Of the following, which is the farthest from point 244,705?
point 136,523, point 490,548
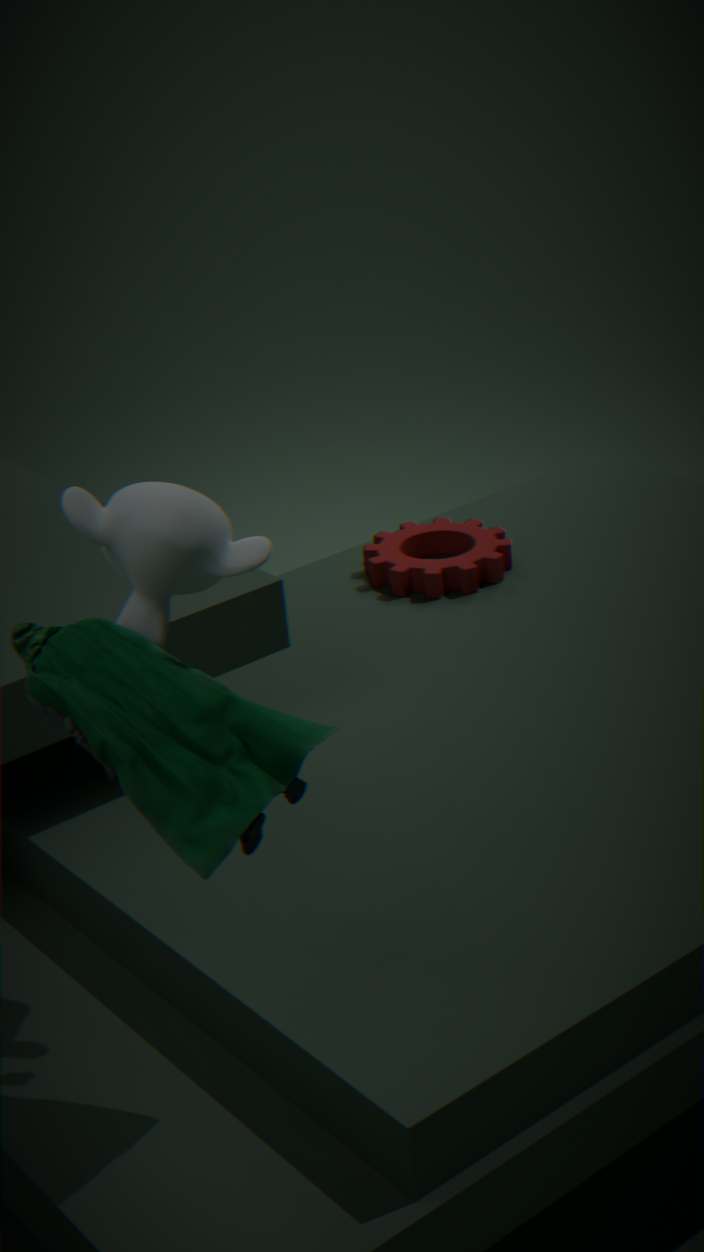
point 490,548
